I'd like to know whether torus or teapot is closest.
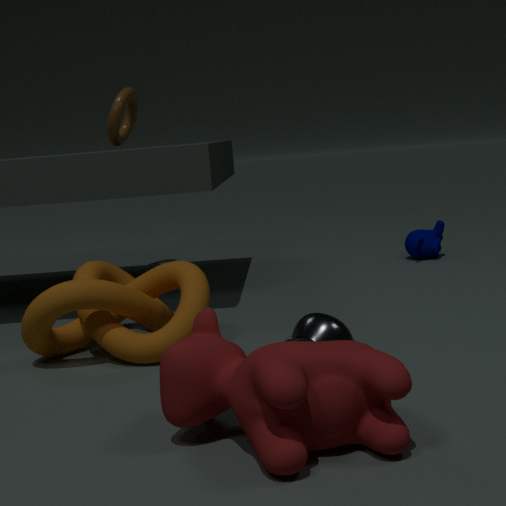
teapot
